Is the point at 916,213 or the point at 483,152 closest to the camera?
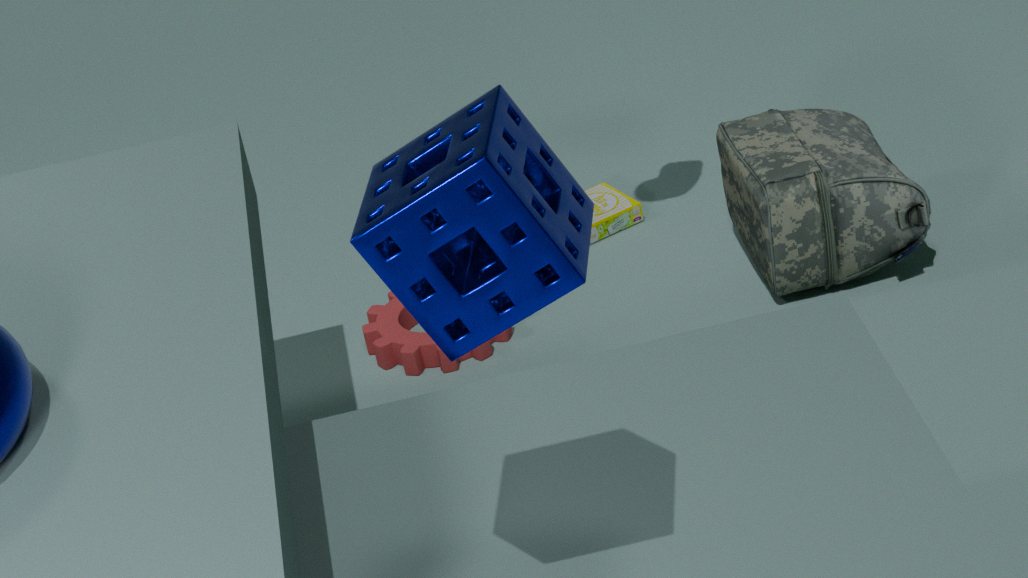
the point at 483,152
